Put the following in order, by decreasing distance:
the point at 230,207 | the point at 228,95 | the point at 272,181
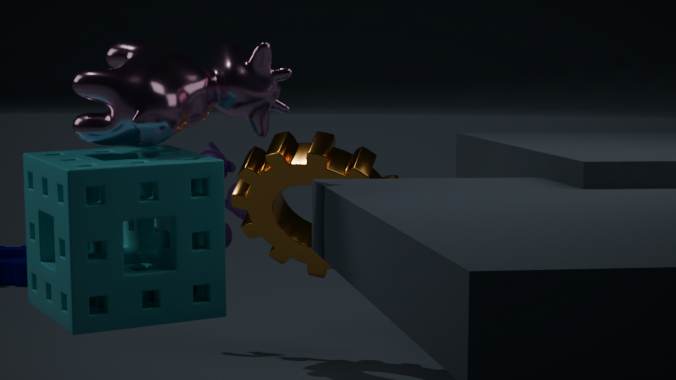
the point at 230,207 → the point at 272,181 → the point at 228,95
